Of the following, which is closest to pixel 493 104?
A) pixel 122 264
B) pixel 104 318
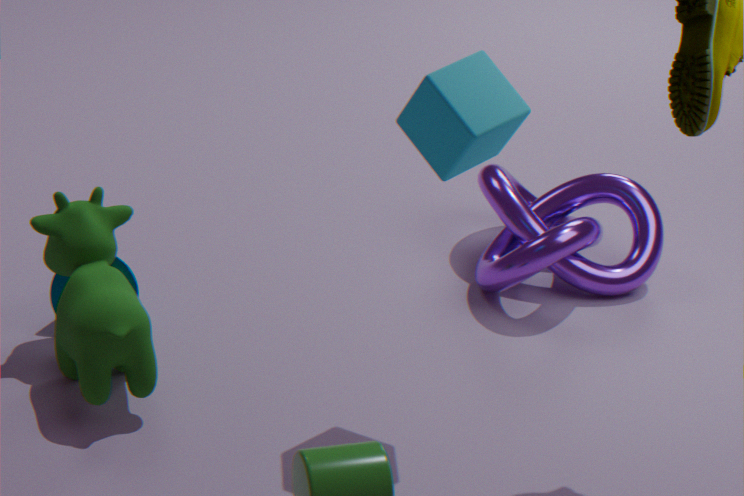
pixel 104 318
